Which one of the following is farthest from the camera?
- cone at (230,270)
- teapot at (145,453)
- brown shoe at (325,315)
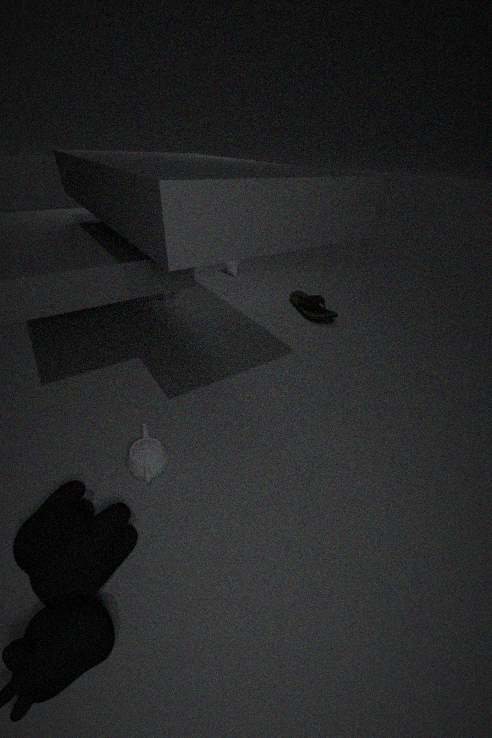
cone at (230,270)
